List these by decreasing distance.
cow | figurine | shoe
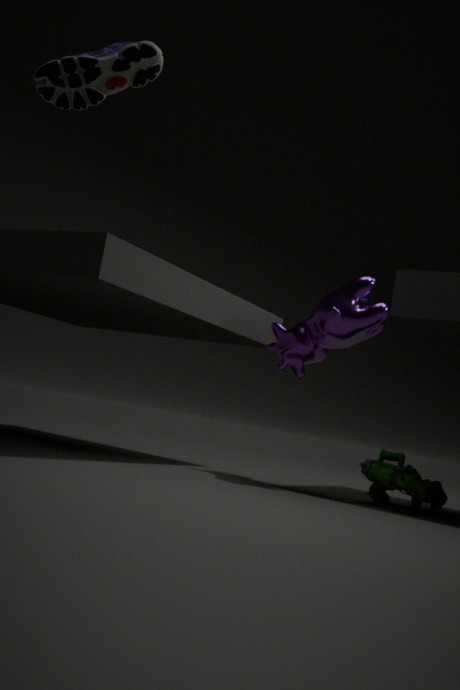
figurine < cow < shoe
